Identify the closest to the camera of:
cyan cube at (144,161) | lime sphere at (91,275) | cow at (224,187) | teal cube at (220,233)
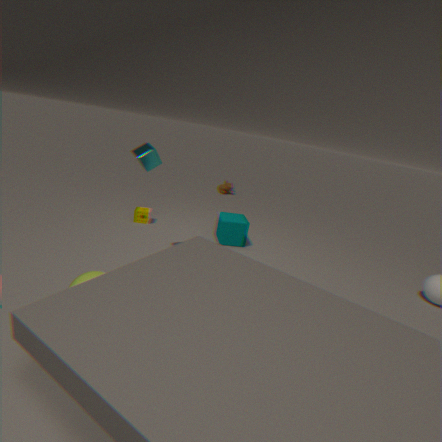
lime sphere at (91,275)
